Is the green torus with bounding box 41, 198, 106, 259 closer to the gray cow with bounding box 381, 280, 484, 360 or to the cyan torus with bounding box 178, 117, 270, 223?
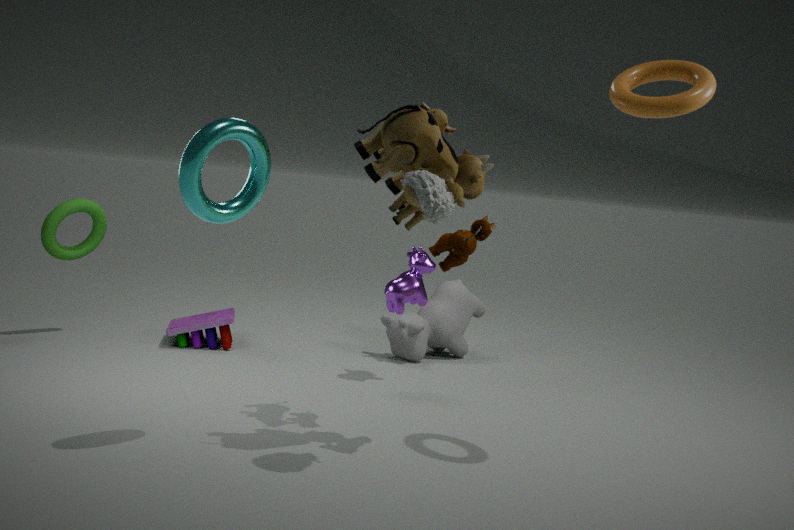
the gray cow with bounding box 381, 280, 484, 360
